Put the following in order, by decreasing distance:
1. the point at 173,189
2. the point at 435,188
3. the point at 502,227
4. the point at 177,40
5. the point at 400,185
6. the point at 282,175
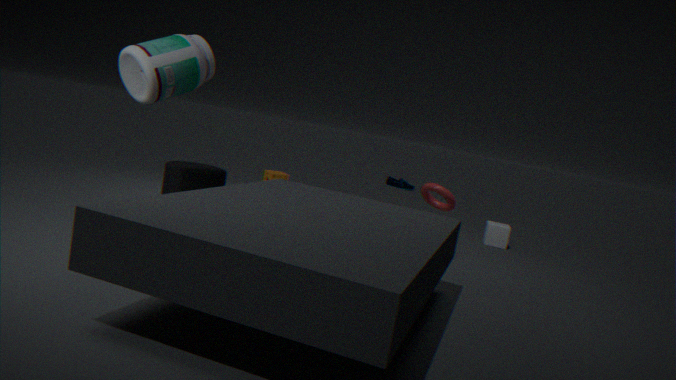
1. the point at 400,185
2. the point at 282,175
3. the point at 502,227
4. the point at 435,188
5. the point at 173,189
6. the point at 177,40
